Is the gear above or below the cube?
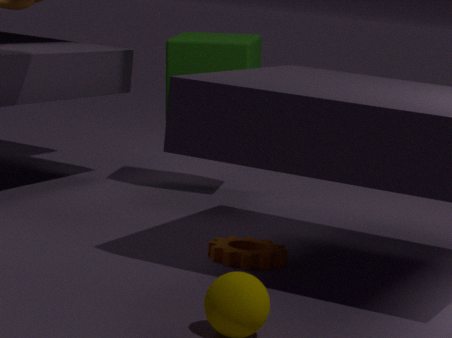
below
